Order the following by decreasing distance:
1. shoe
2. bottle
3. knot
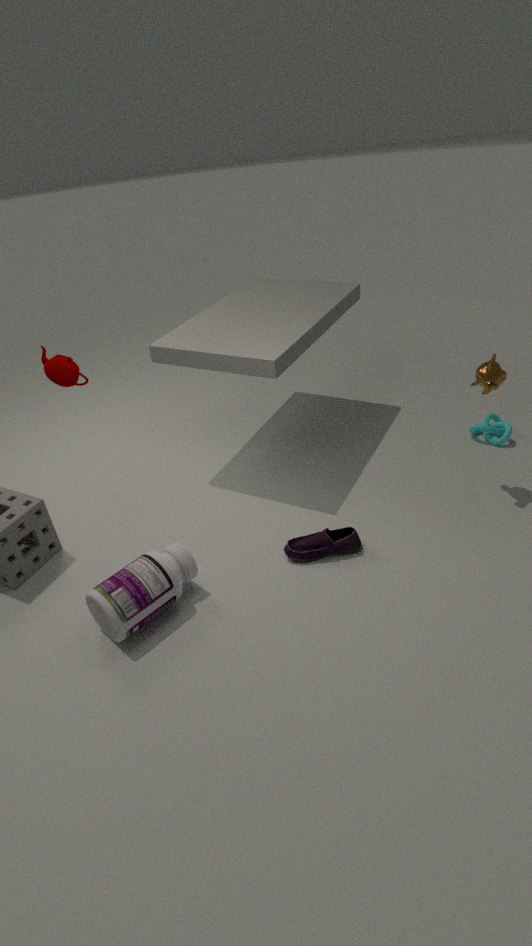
knot
shoe
bottle
